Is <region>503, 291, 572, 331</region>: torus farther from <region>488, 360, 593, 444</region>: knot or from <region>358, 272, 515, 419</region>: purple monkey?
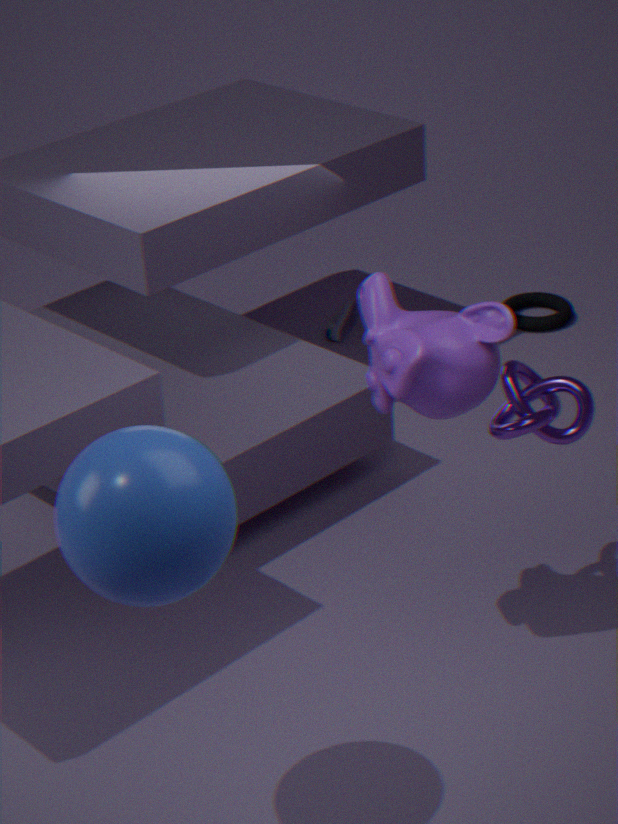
<region>358, 272, 515, 419</region>: purple monkey
